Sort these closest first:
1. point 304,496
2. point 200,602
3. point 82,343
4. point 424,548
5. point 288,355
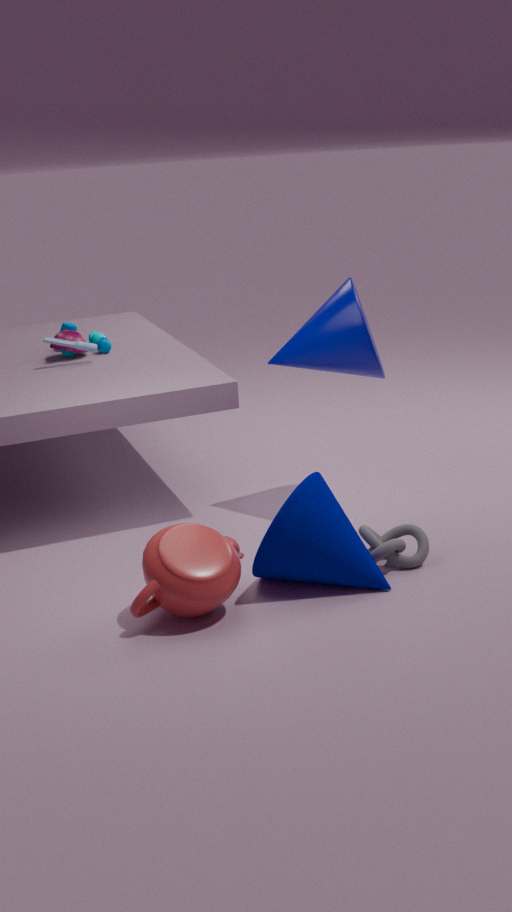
point 200,602 → point 304,496 → point 424,548 → point 288,355 → point 82,343
